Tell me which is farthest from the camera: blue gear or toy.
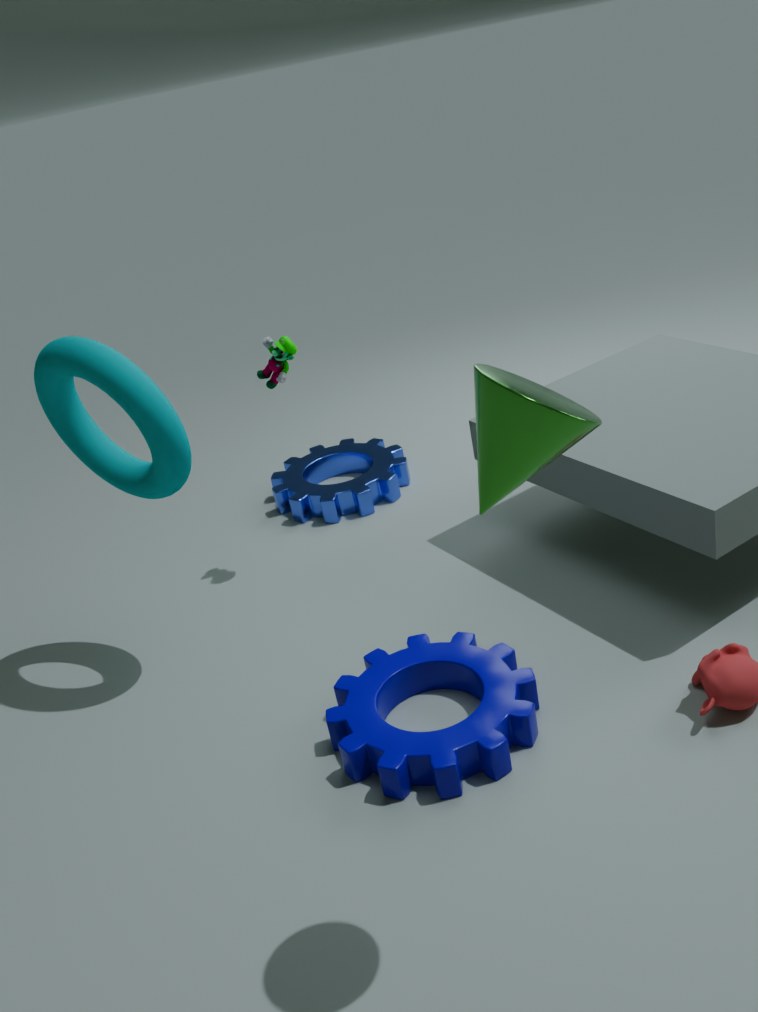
blue gear
